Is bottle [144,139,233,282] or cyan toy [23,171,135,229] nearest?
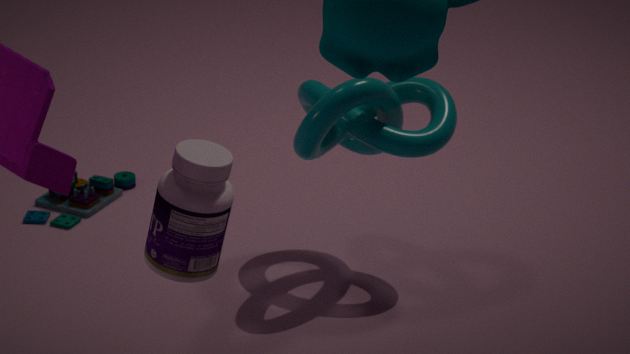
bottle [144,139,233,282]
